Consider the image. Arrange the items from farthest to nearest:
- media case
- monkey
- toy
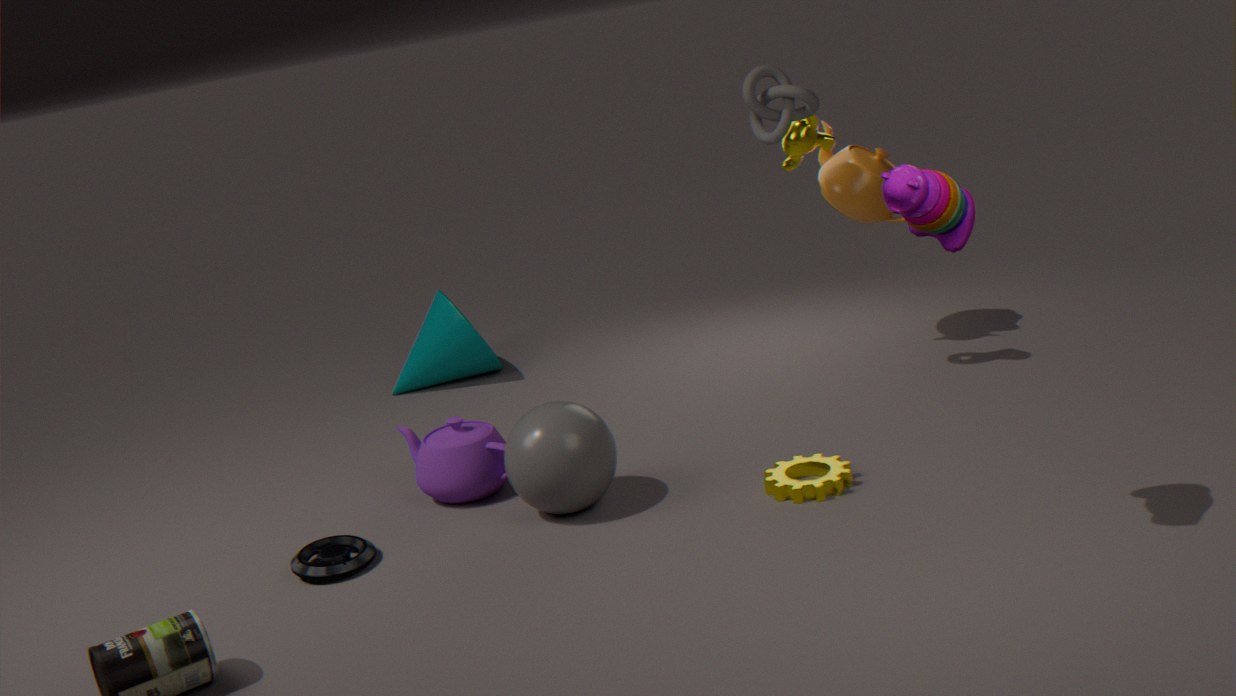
monkey → media case → toy
